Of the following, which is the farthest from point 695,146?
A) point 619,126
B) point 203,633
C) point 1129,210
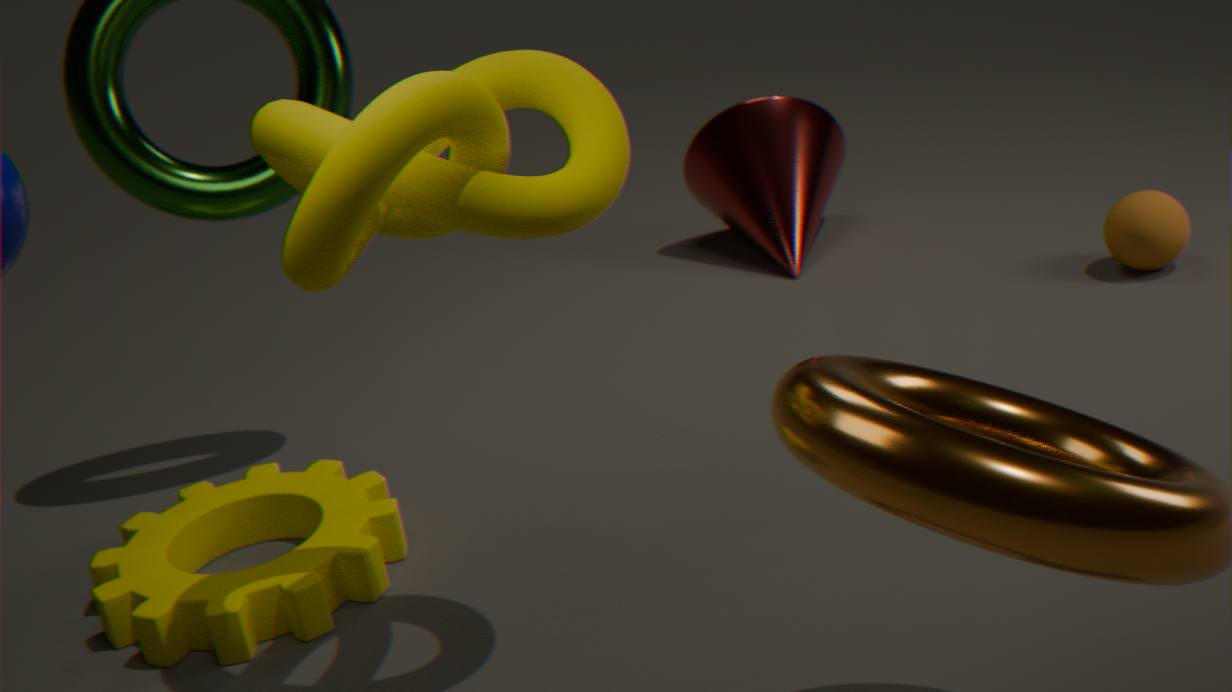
point 619,126
